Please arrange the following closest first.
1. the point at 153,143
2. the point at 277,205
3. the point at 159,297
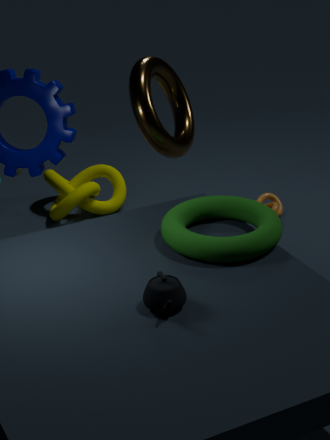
1. the point at 159,297
2. the point at 153,143
3. the point at 277,205
